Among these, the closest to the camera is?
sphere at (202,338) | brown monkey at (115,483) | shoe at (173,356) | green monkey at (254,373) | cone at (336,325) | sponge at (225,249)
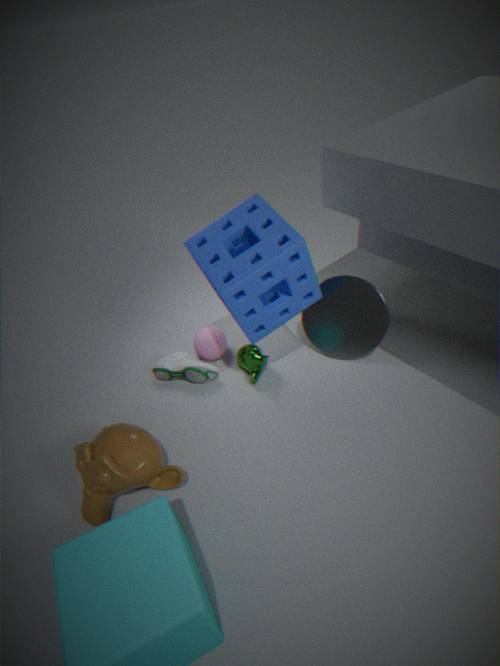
sponge at (225,249)
